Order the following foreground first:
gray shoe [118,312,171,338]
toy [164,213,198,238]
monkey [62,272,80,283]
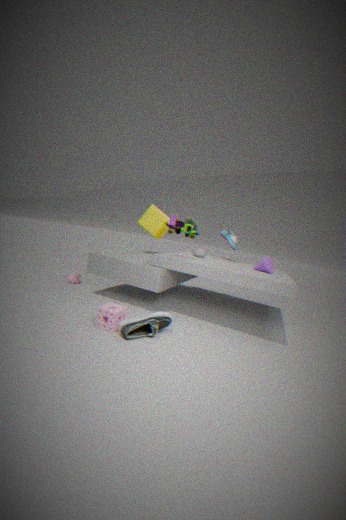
gray shoe [118,312,171,338]
toy [164,213,198,238]
monkey [62,272,80,283]
